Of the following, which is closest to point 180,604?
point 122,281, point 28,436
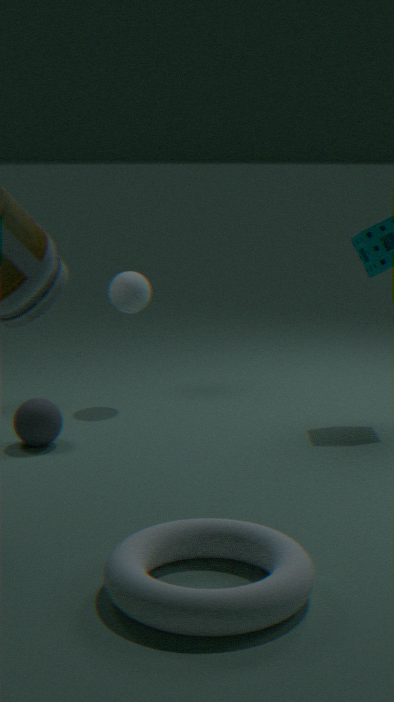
point 28,436
